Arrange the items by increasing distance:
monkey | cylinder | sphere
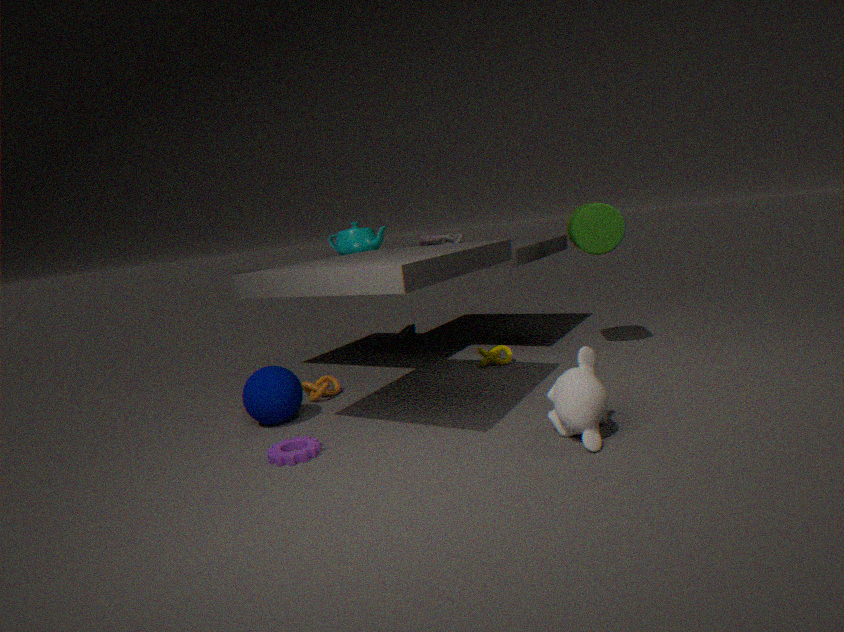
monkey, sphere, cylinder
